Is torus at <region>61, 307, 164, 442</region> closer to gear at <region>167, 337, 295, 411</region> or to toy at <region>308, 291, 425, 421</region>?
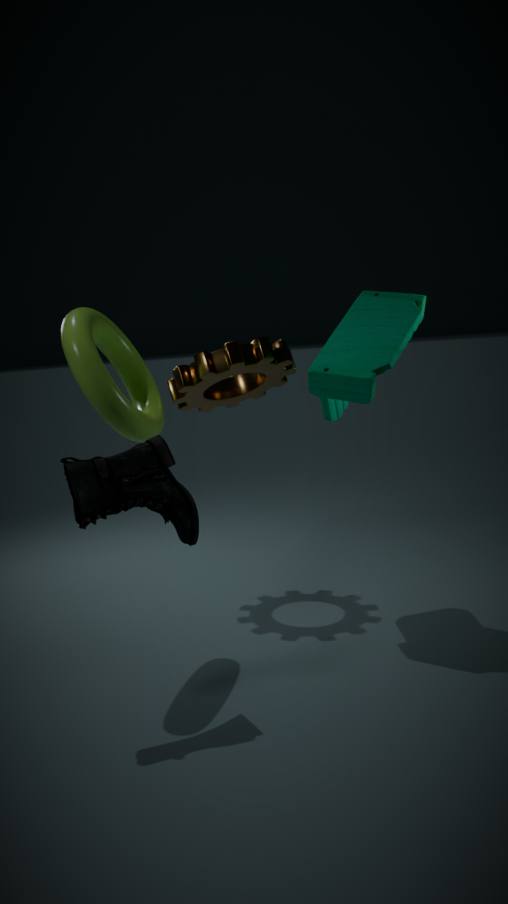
gear at <region>167, 337, 295, 411</region>
